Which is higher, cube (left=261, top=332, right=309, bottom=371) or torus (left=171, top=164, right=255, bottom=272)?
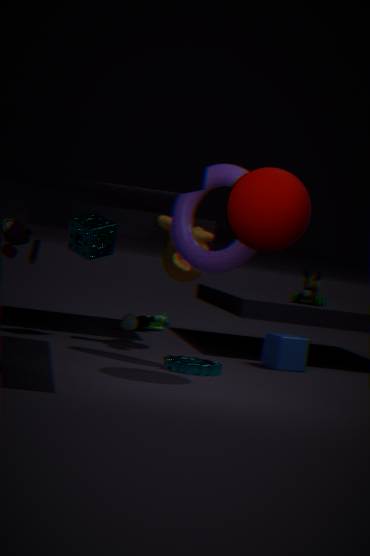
torus (left=171, top=164, right=255, bottom=272)
